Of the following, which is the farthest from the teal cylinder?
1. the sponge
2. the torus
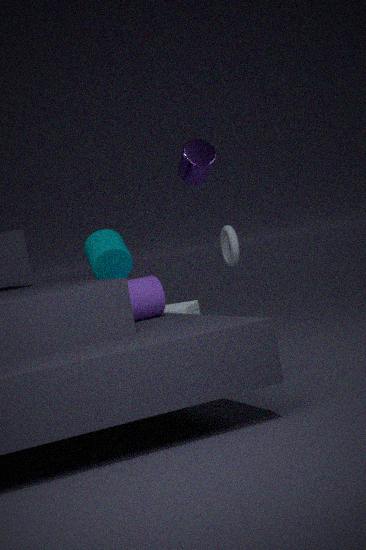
the torus
